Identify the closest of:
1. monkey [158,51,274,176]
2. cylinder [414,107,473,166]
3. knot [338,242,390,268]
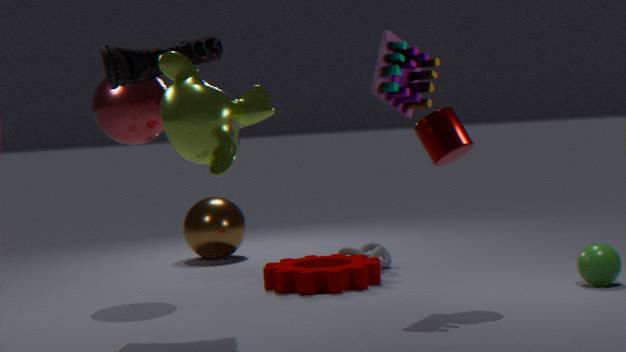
monkey [158,51,274,176]
